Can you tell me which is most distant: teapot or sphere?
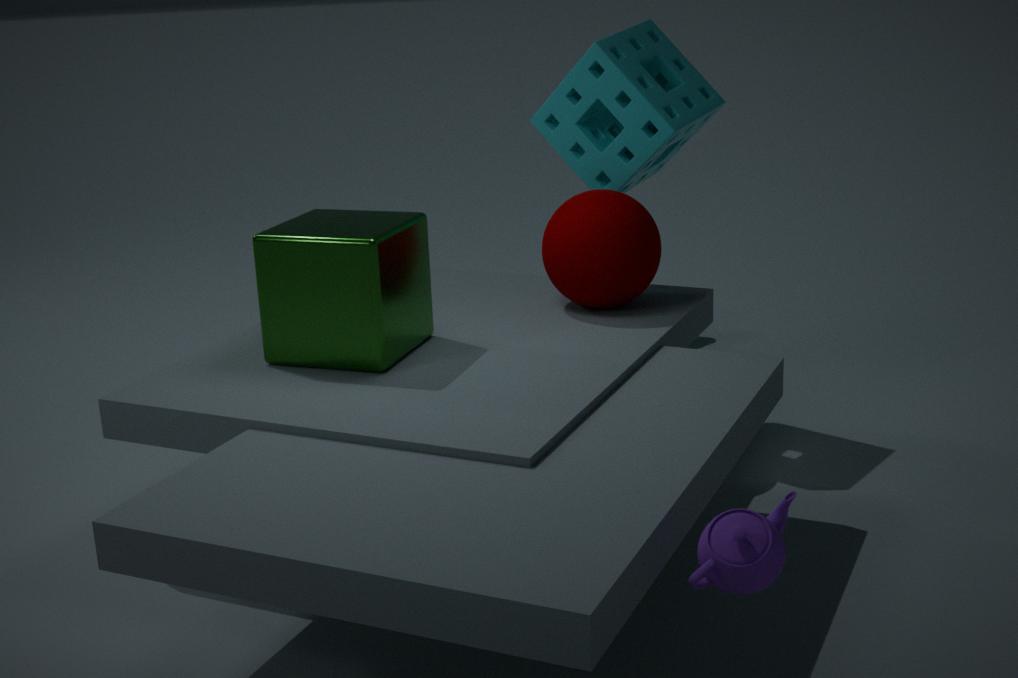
sphere
